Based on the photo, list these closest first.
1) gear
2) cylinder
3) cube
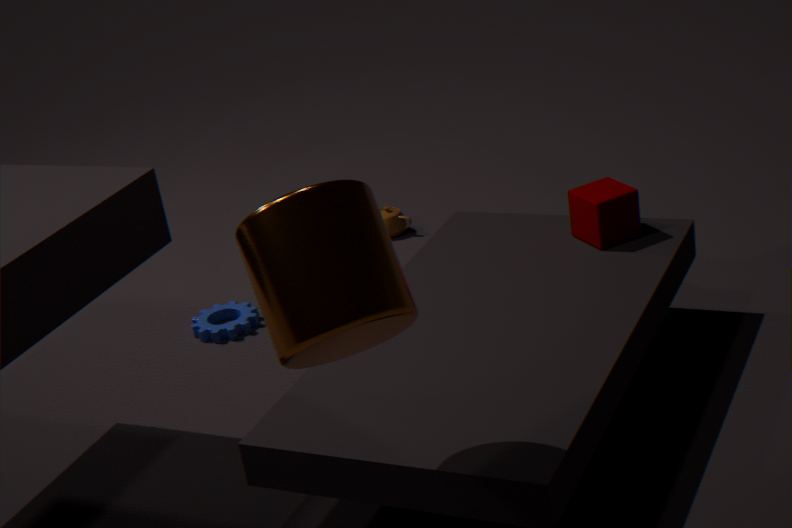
2. cylinder → 3. cube → 1. gear
